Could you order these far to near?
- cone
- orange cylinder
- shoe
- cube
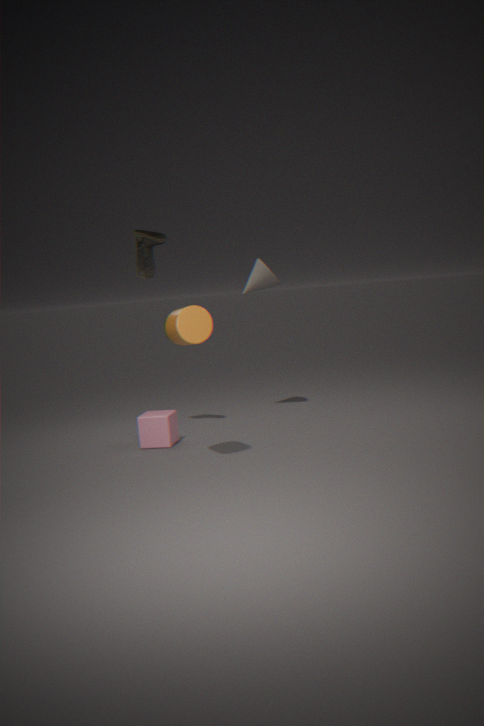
cone
cube
shoe
orange cylinder
